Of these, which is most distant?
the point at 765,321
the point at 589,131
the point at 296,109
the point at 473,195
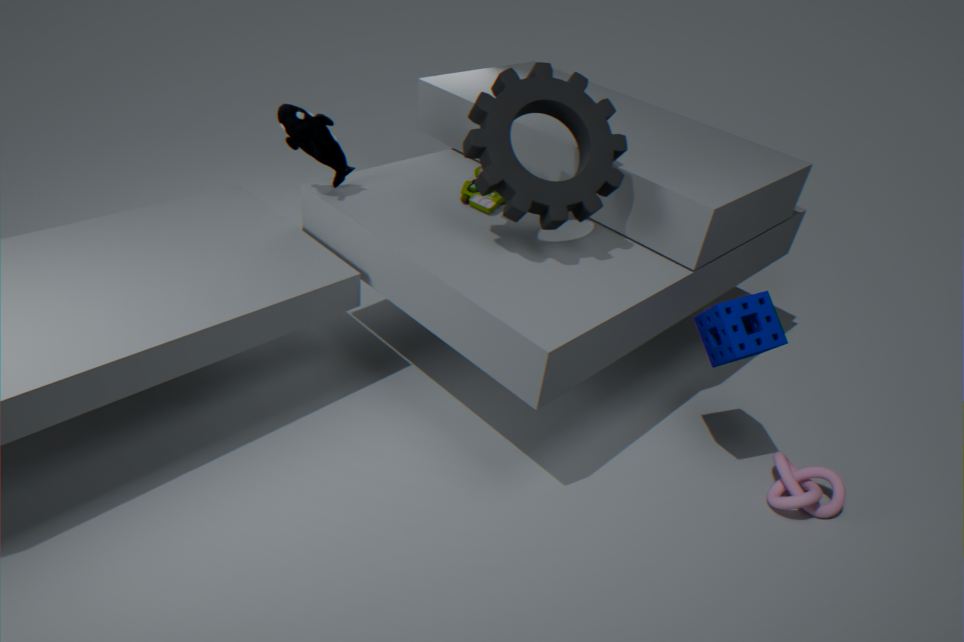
the point at 473,195
